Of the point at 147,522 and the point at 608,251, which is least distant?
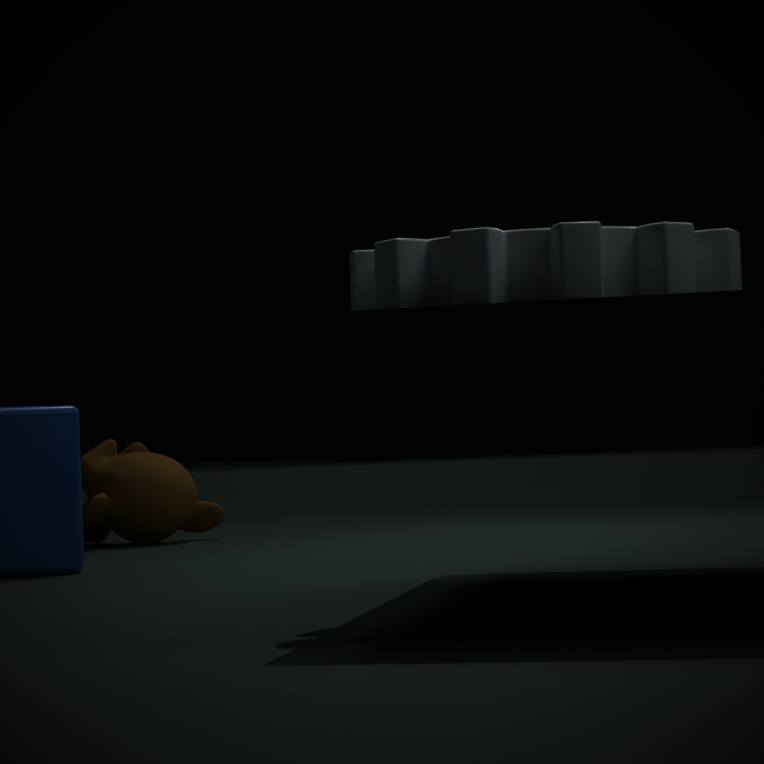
the point at 608,251
